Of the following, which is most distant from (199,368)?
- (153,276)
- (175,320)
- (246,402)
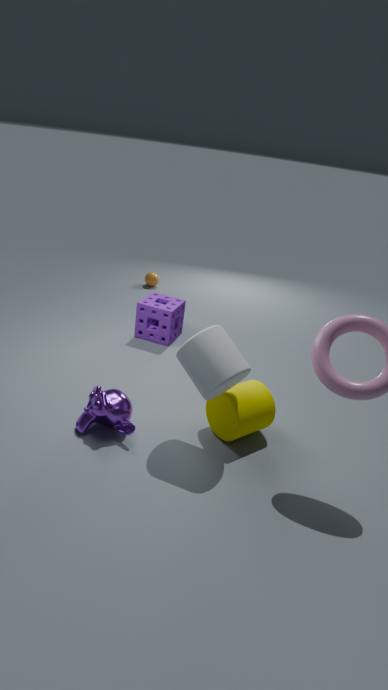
(153,276)
